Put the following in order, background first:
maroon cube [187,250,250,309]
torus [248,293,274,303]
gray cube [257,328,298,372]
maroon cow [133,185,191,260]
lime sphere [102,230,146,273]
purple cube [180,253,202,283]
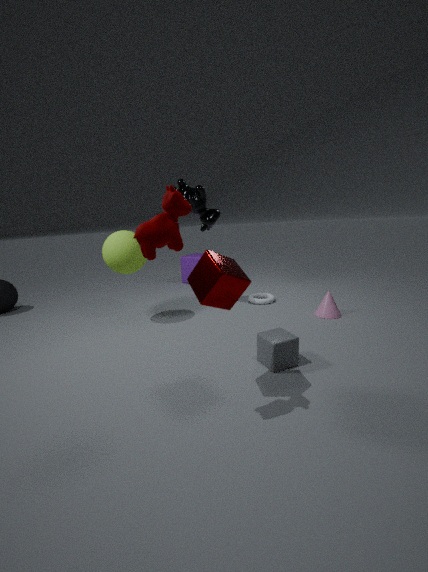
purple cube [180,253,202,283]
torus [248,293,274,303]
lime sphere [102,230,146,273]
gray cube [257,328,298,372]
maroon cube [187,250,250,309]
maroon cow [133,185,191,260]
